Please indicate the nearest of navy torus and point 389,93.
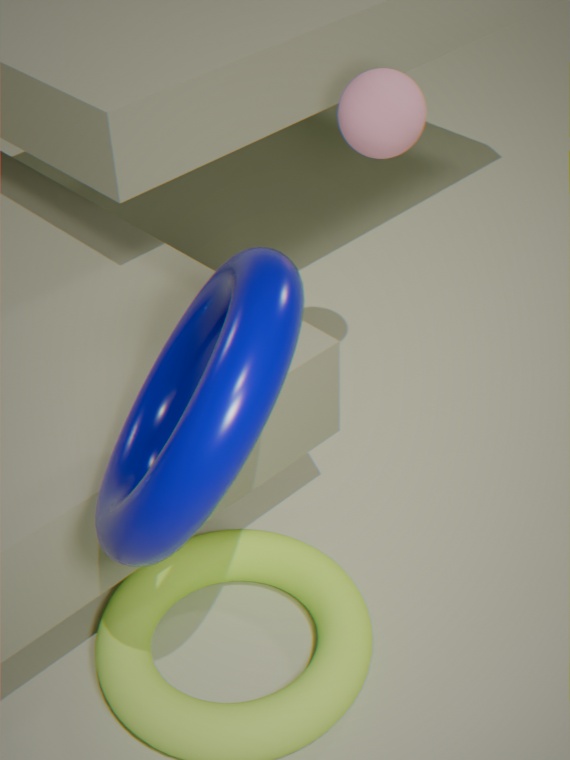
navy torus
